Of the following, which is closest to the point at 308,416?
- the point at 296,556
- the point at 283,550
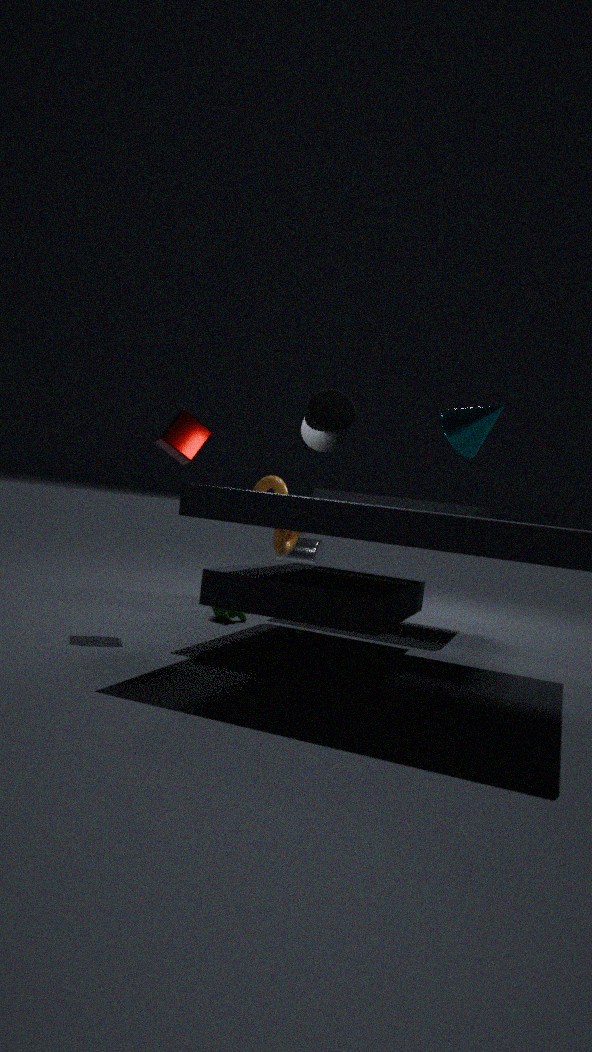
the point at 283,550
